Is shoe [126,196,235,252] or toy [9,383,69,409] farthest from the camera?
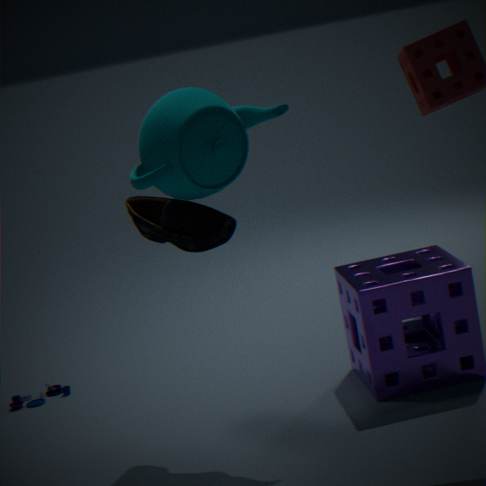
toy [9,383,69,409]
